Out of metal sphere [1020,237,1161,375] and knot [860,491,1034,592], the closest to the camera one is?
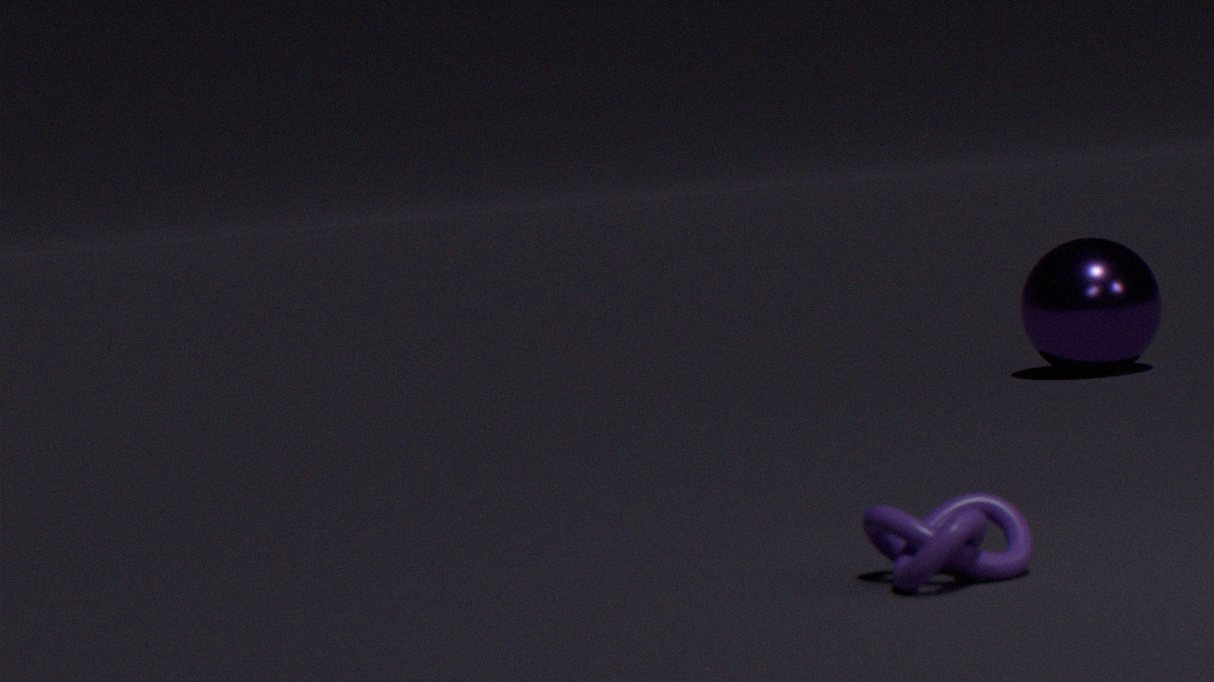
knot [860,491,1034,592]
